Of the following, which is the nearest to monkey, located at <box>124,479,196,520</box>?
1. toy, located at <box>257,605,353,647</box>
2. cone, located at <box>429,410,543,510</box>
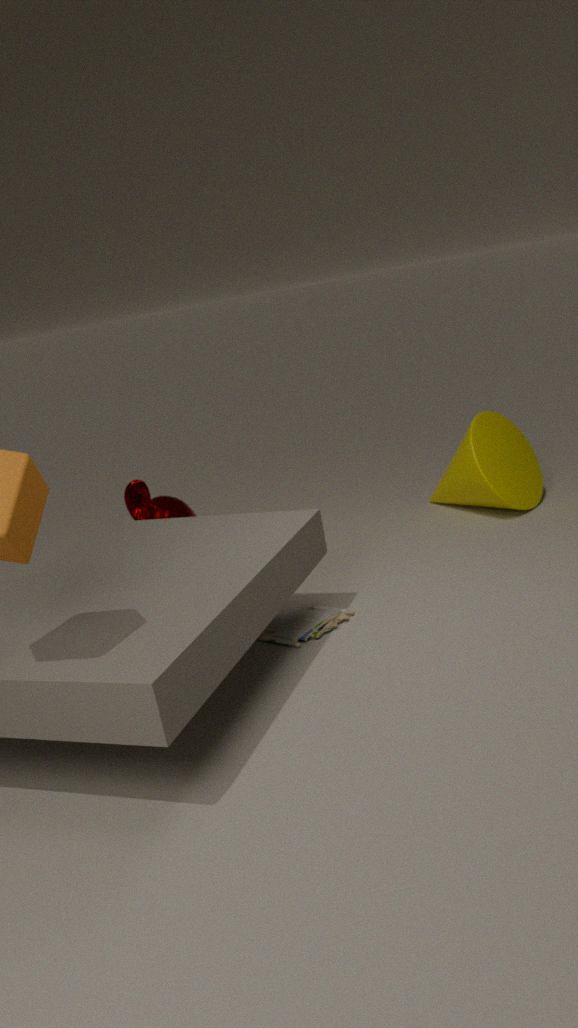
toy, located at <box>257,605,353,647</box>
